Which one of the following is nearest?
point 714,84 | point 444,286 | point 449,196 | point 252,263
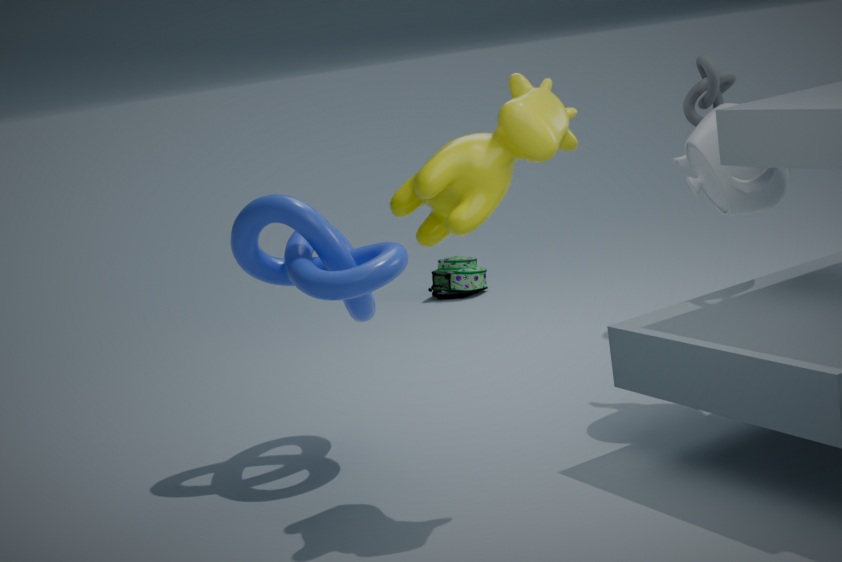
point 449,196
